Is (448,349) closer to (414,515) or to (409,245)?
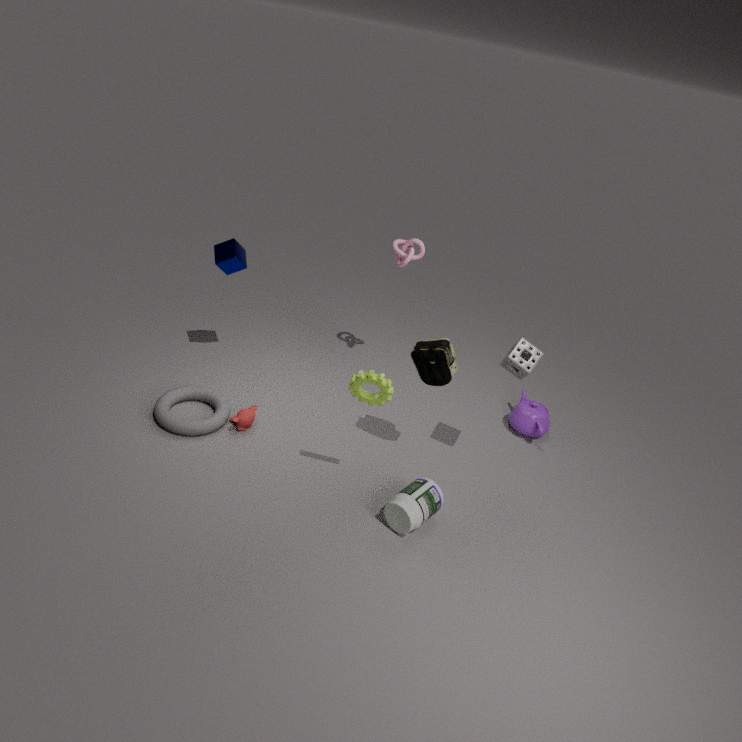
→ (414,515)
